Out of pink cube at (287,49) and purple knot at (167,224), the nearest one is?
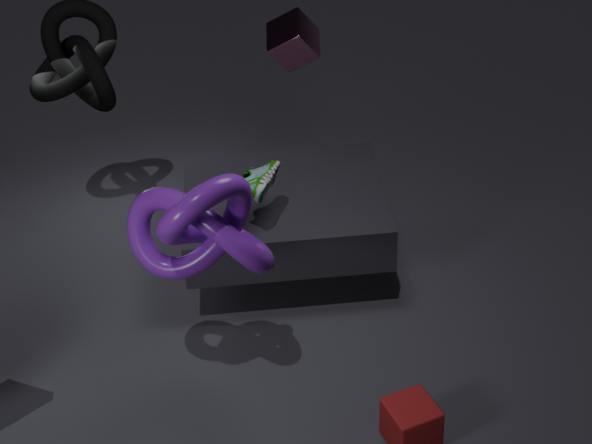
purple knot at (167,224)
